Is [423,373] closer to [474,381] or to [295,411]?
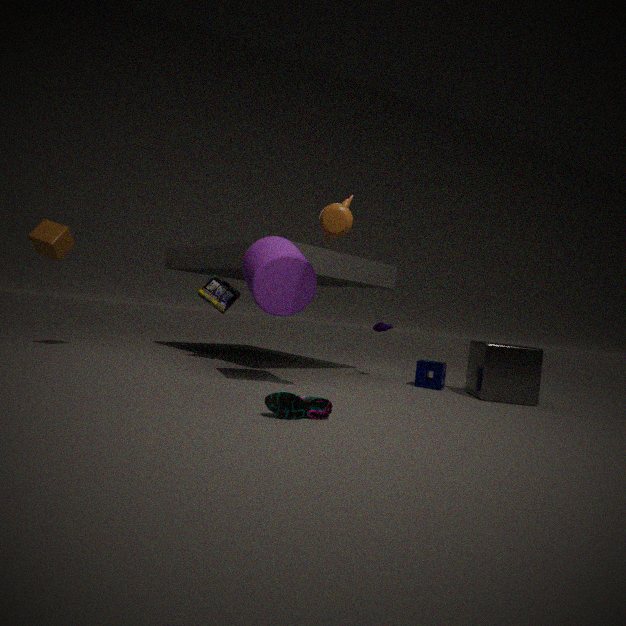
[474,381]
